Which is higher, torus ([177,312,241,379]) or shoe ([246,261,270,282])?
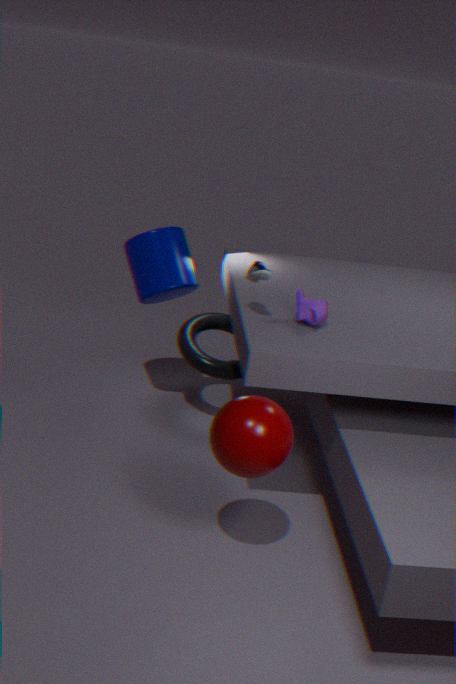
shoe ([246,261,270,282])
